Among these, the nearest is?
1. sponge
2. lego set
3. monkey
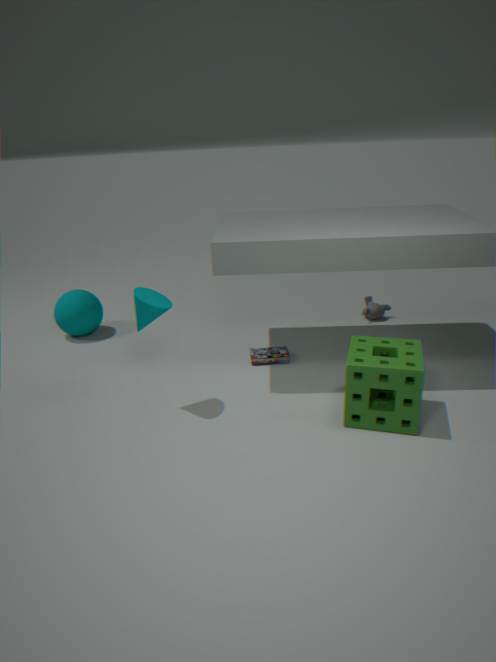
sponge
